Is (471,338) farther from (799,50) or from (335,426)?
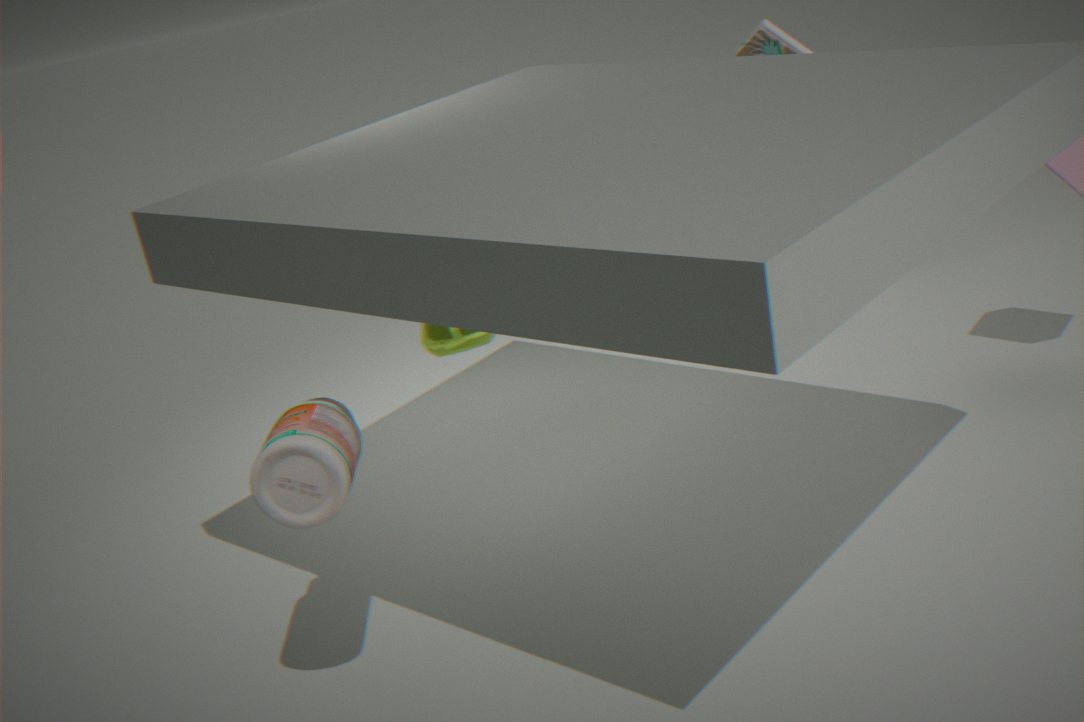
(799,50)
